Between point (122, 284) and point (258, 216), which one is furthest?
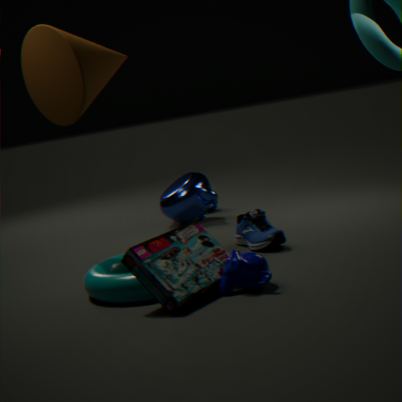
point (258, 216)
